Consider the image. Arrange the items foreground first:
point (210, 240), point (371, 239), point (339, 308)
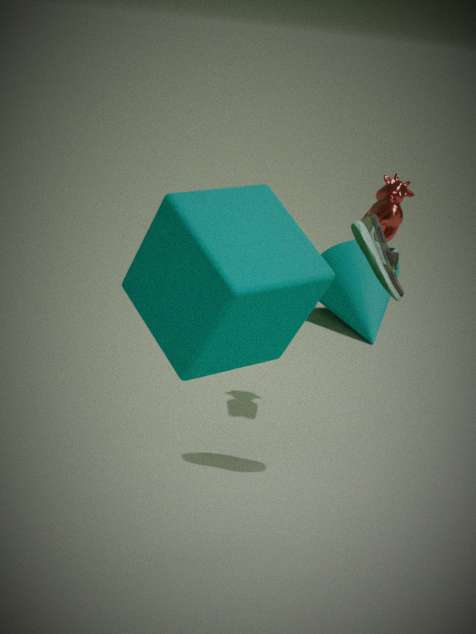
point (210, 240) < point (371, 239) < point (339, 308)
